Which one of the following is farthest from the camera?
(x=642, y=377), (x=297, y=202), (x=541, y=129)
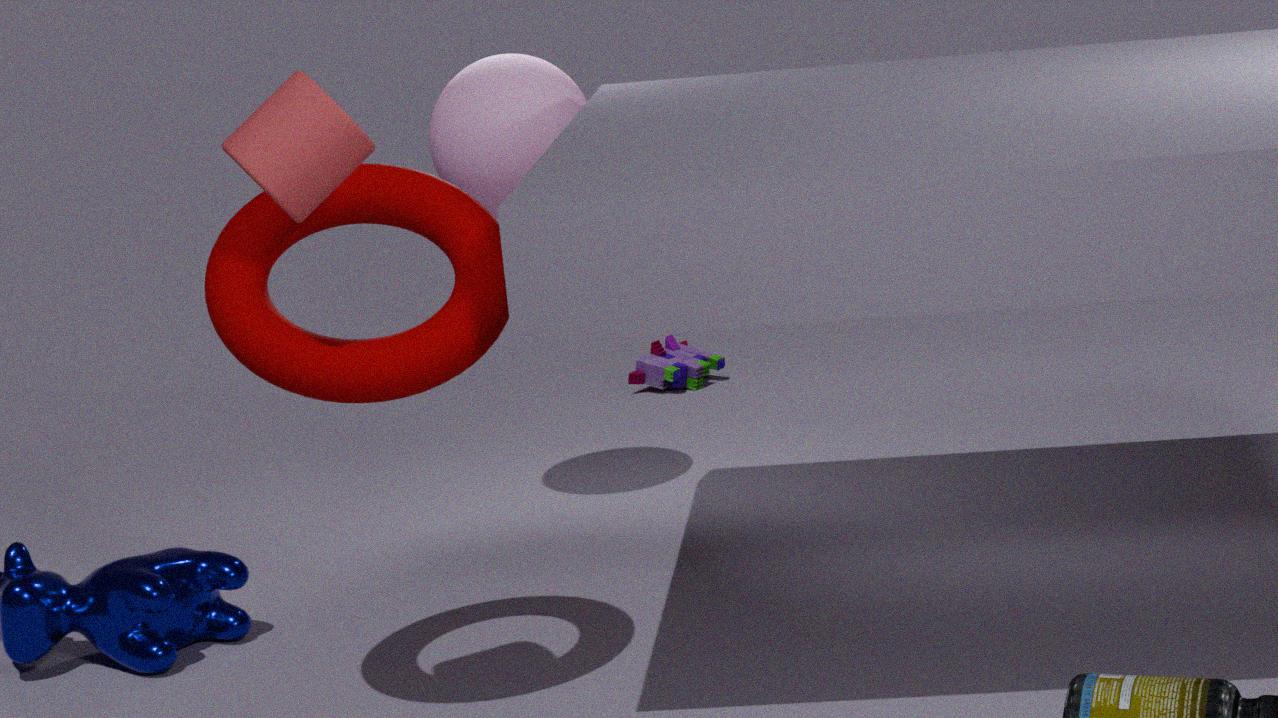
(x=642, y=377)
